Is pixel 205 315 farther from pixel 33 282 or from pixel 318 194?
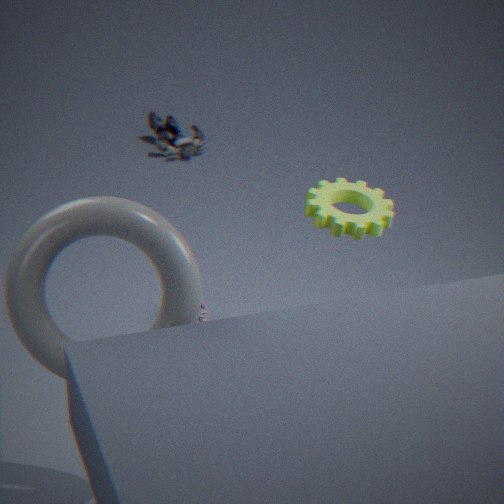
pixel 33 282
